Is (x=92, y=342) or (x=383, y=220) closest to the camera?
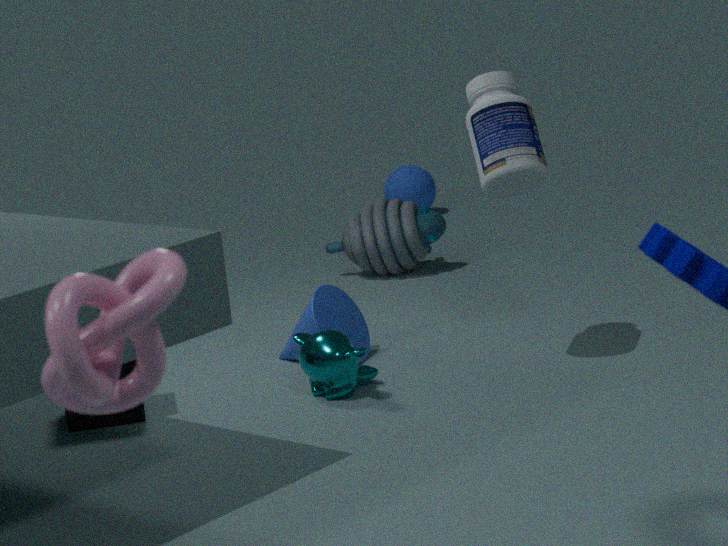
(x=92, y=342)
